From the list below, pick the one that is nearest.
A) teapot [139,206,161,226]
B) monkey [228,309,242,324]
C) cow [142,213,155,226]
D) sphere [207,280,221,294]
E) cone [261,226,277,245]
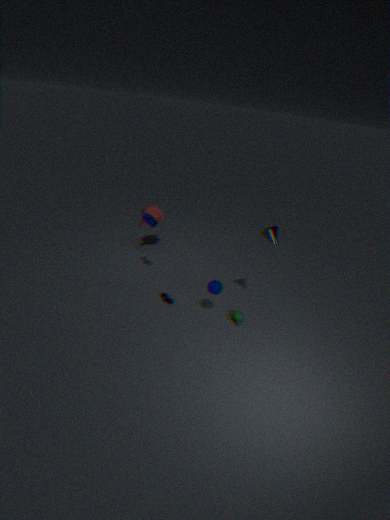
E. cone [261,226,277,245]
